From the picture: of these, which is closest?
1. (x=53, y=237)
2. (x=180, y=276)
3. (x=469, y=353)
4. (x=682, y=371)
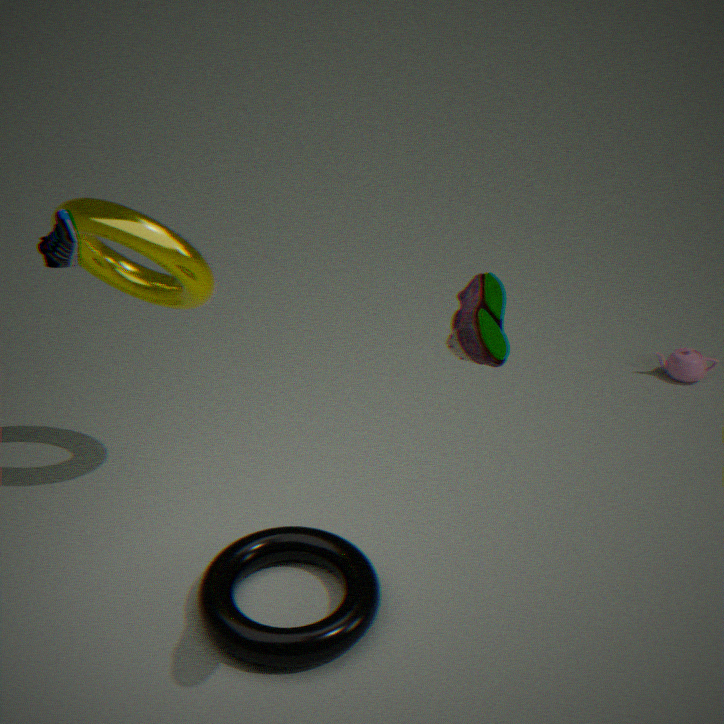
(x=469, y=353)
